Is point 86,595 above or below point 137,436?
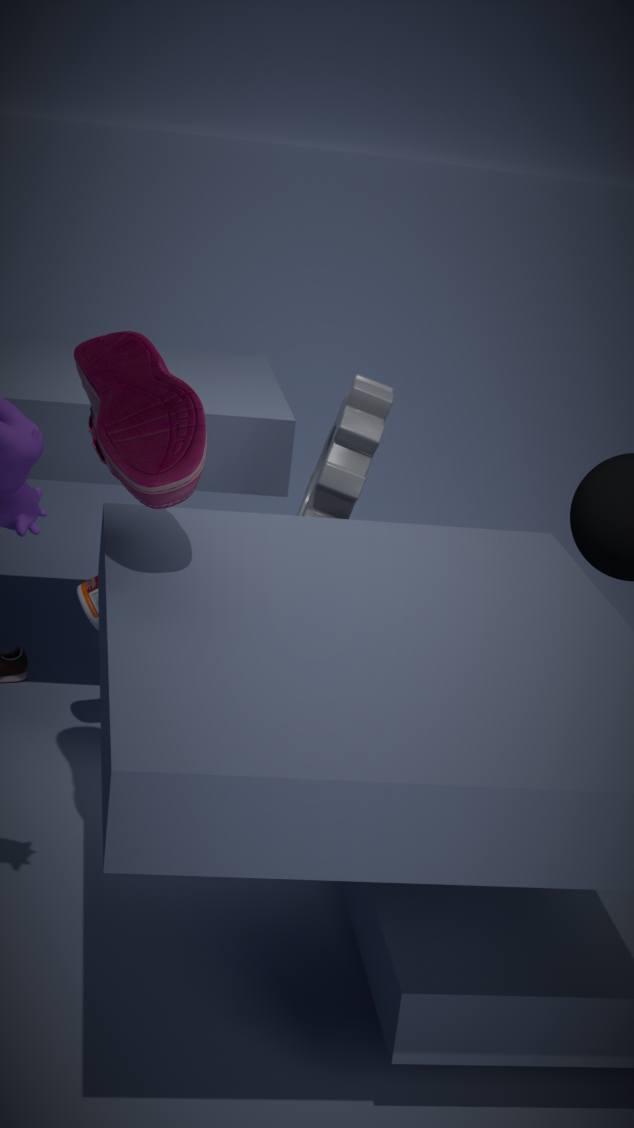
below
